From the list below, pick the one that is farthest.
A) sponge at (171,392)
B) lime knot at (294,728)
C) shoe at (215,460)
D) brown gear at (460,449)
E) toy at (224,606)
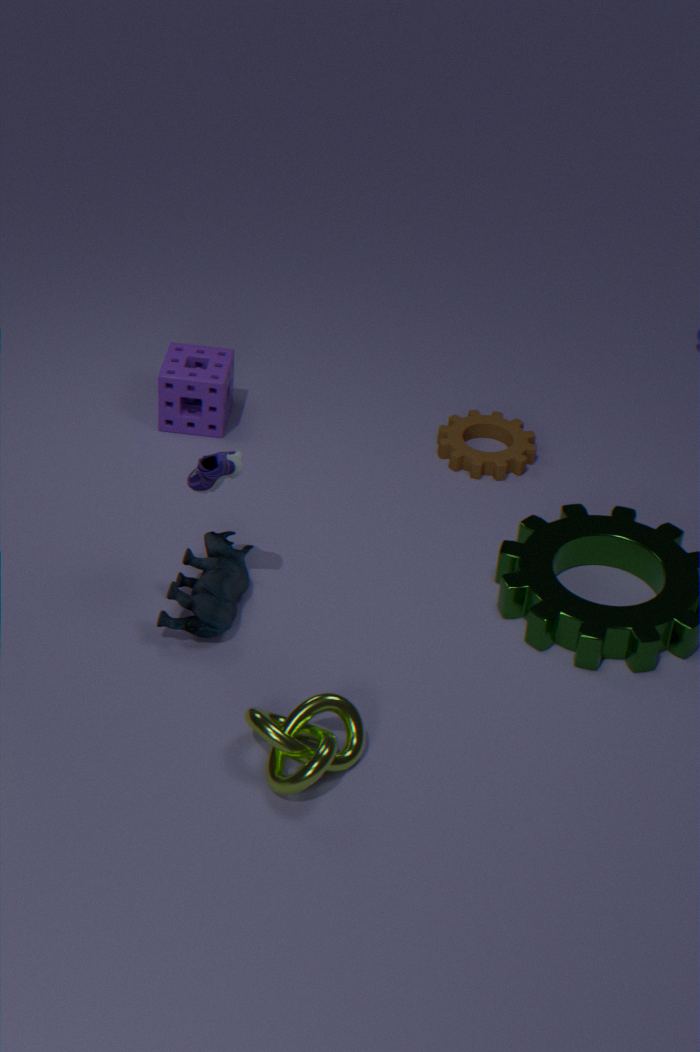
brown gear at (460,449)
